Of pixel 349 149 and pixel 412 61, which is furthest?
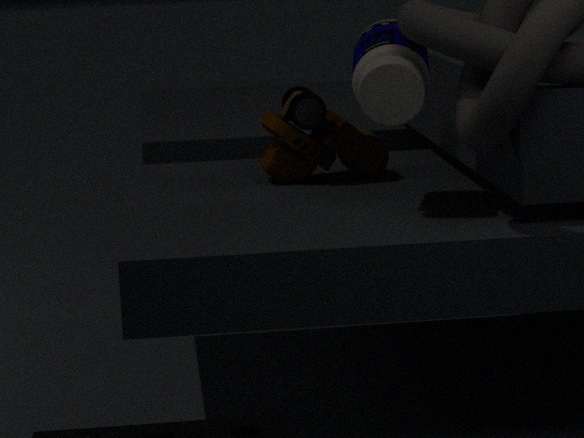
pixel 349 149
